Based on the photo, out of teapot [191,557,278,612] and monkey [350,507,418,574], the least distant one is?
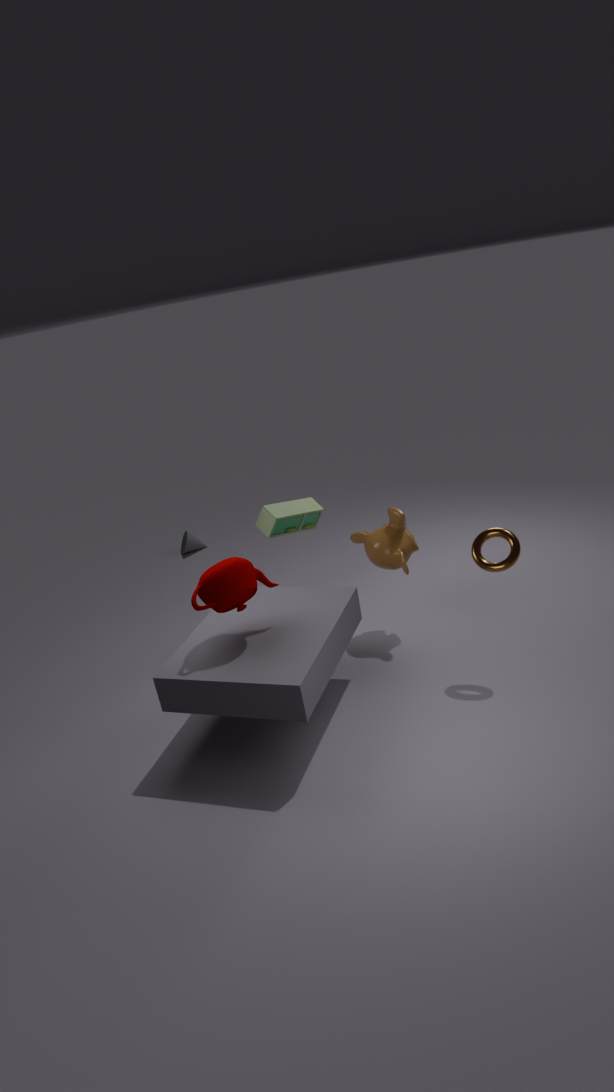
teapot [191,557,278,612]
